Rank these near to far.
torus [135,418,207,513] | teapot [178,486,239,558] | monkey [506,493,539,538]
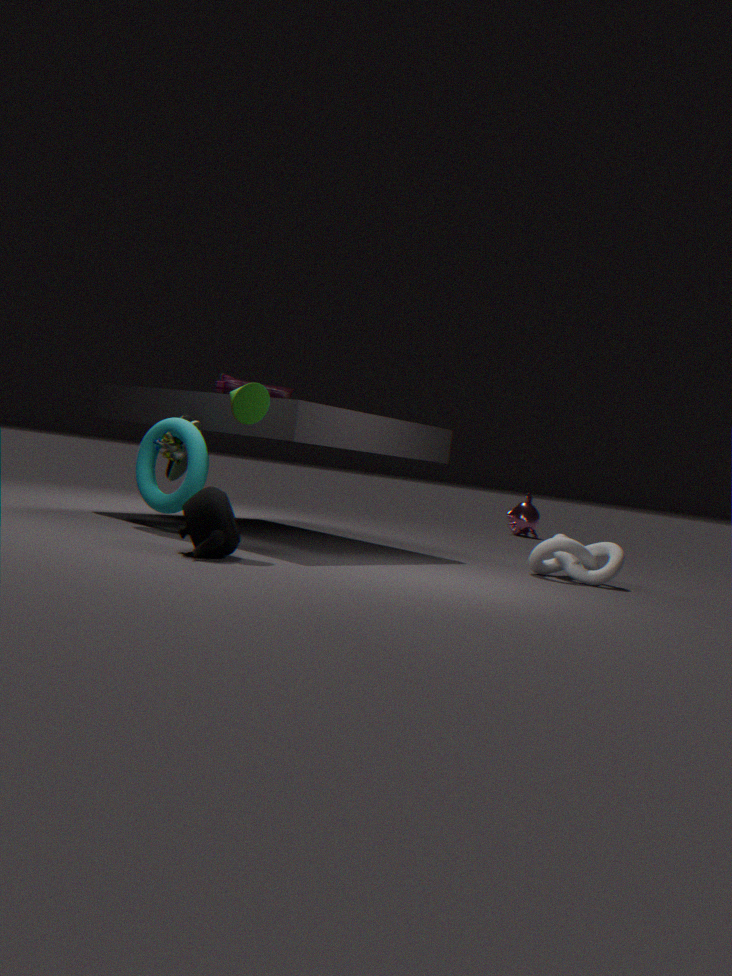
teapot [178,486,239,558], torus [135,418,207,513], monkey [506,493,539,538]
